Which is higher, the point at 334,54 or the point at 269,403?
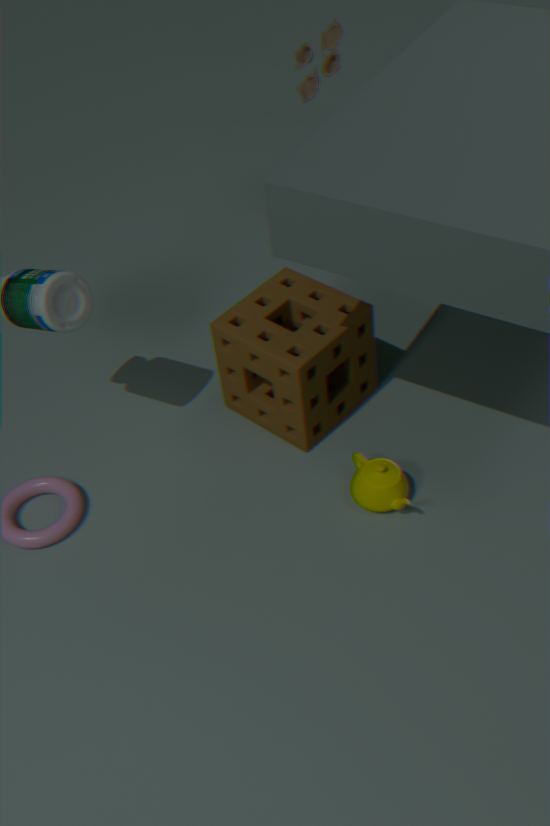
the point at 334,54
